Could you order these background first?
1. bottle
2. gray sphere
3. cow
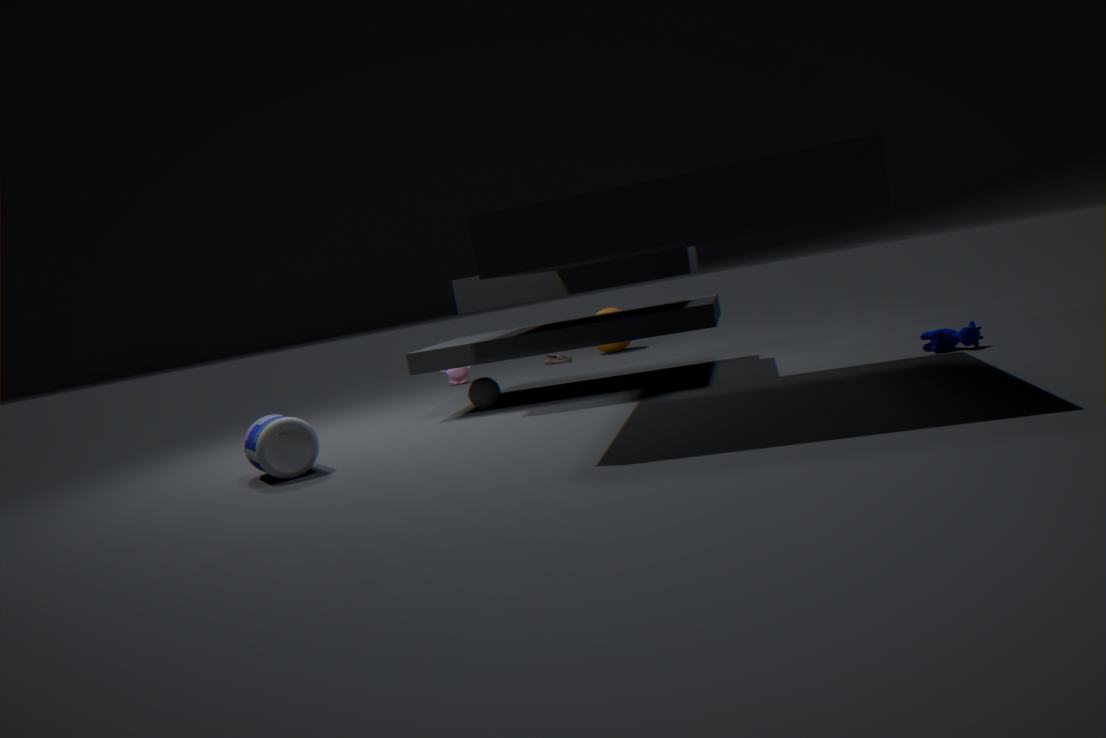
gray sphere
cow
bottle
